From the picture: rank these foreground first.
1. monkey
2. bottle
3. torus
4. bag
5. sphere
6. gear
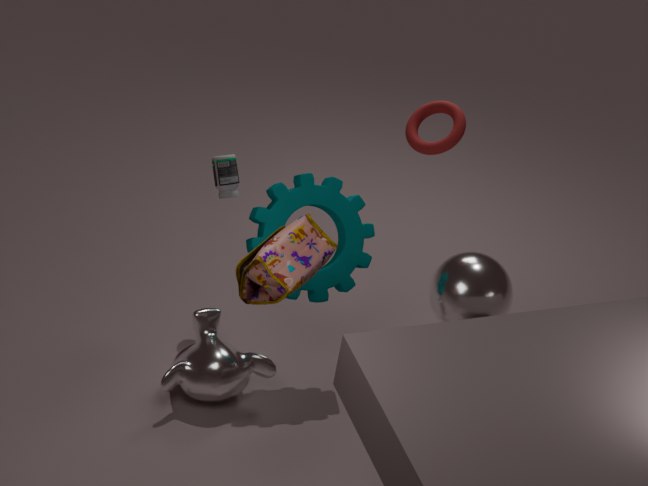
bag → sphere → gear → monkey → torus → bottle
